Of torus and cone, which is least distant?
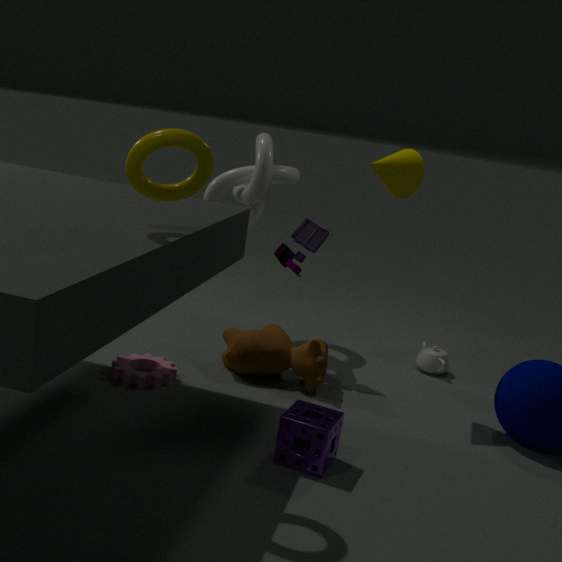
torus
